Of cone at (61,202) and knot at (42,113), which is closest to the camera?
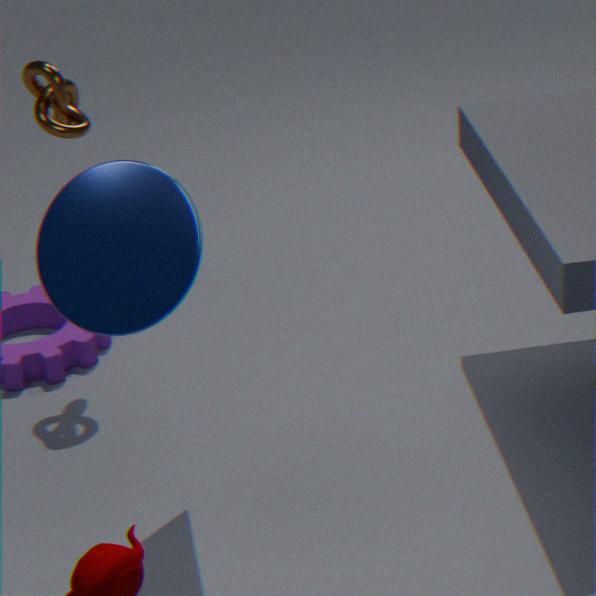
cone at (61,202)
